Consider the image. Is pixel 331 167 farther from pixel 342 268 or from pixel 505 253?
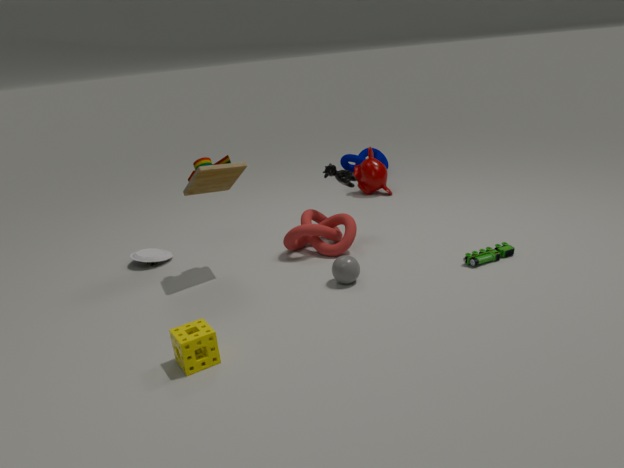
pixel 505 253
